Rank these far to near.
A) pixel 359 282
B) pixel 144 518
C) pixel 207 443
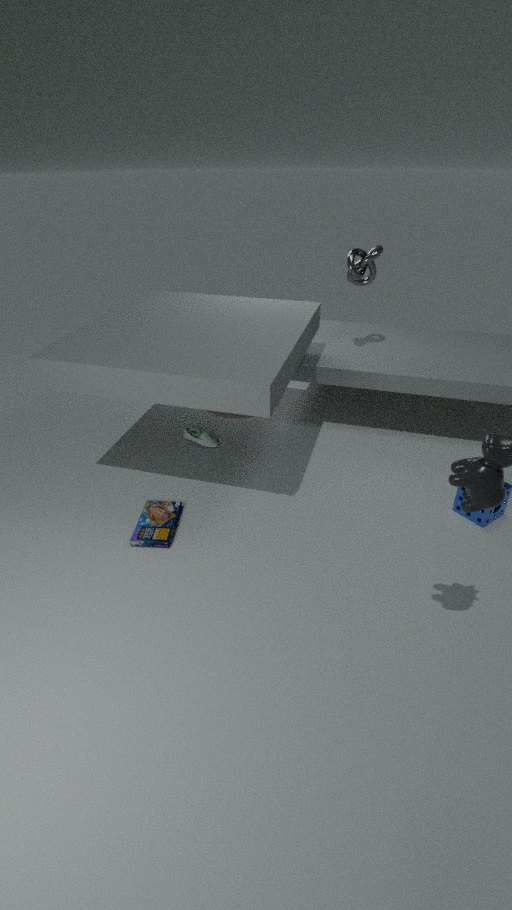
A: pixel 207 443, pixel 359 282, pixel 144 518
